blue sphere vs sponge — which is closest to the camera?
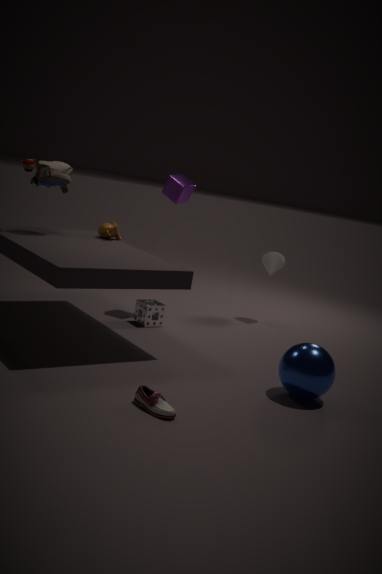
blue sphere
